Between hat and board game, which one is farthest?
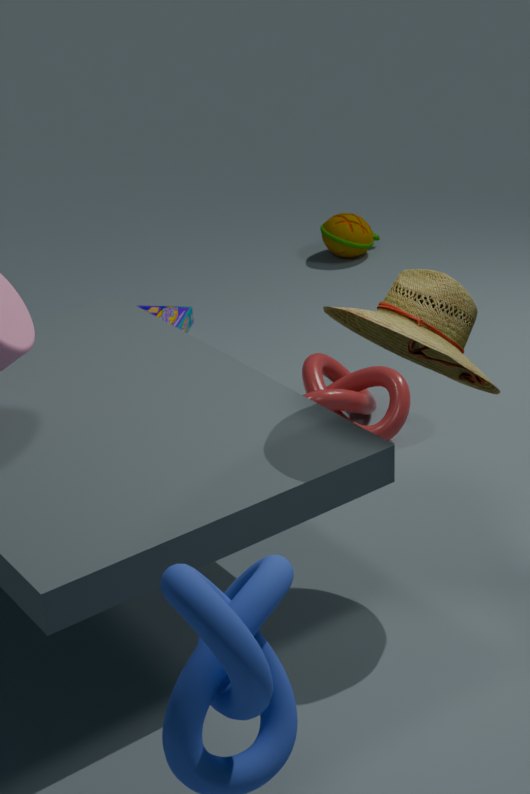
board game
